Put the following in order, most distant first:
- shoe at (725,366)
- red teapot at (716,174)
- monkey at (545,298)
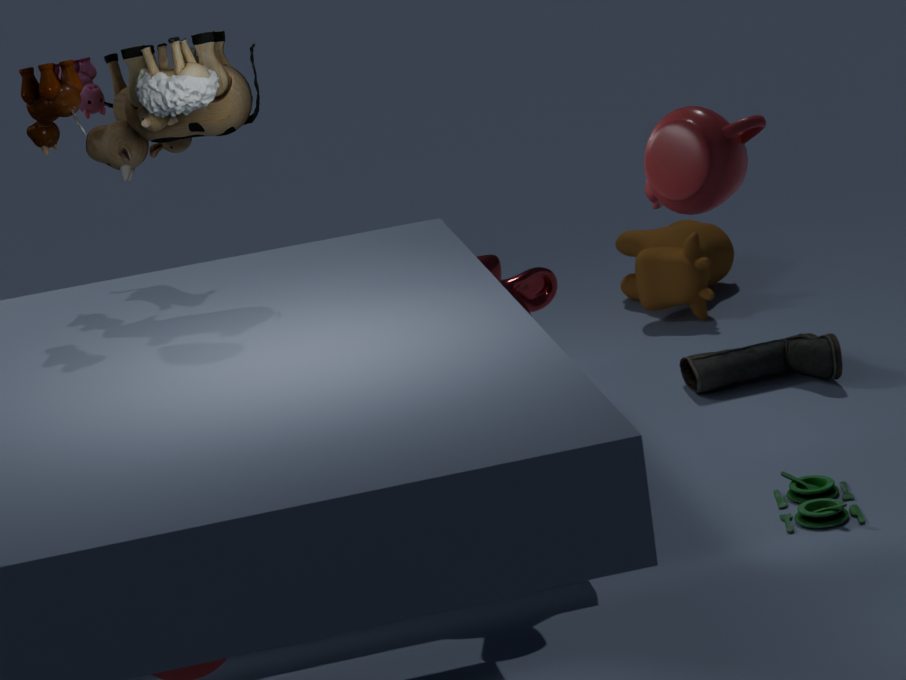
1. shoe at (725,366)
2. monkey at (545,298)
3. red teapot at (716,174)
